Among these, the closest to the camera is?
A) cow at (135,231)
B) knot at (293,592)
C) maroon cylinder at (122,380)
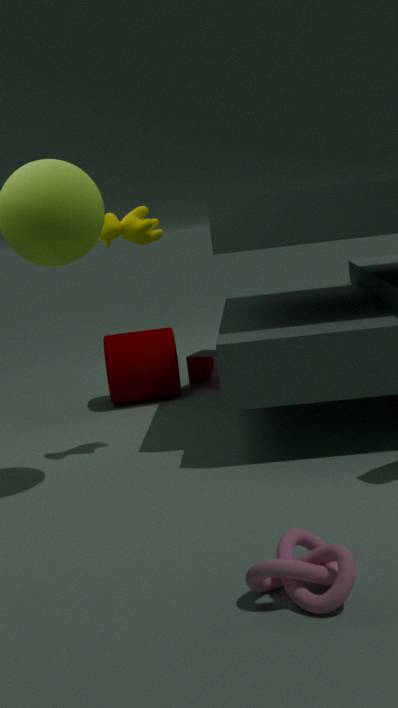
knot at (293,592)
